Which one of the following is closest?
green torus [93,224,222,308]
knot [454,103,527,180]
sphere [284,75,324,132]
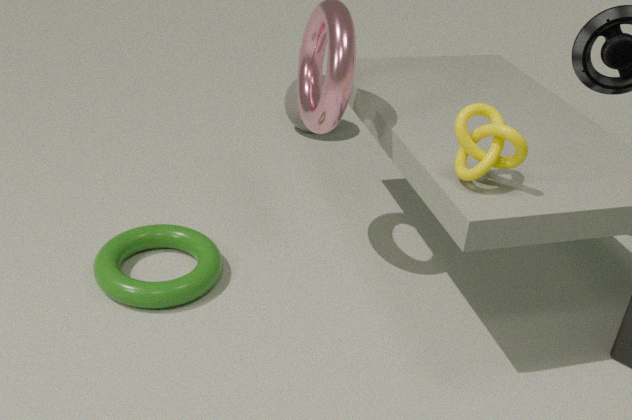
knot [454,103,527,180]
